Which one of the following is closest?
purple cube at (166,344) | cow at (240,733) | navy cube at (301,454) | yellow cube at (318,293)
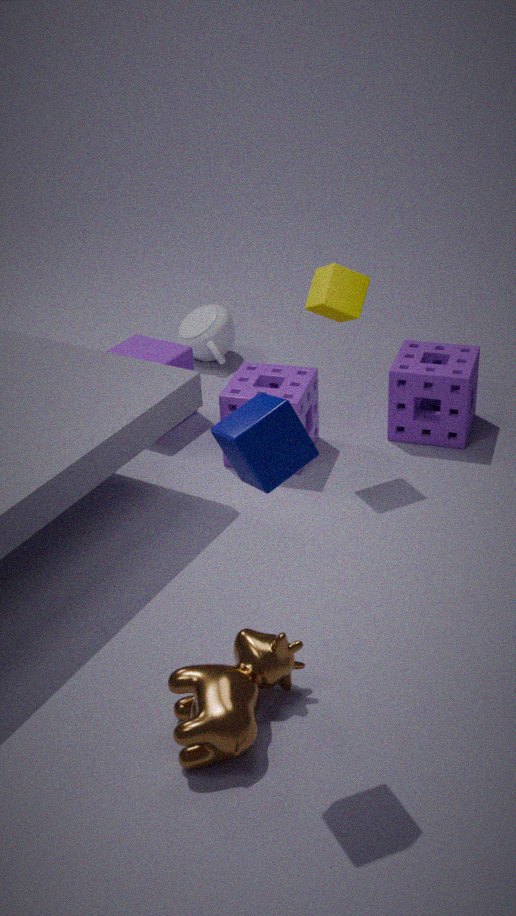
navy cube at (301,454)
